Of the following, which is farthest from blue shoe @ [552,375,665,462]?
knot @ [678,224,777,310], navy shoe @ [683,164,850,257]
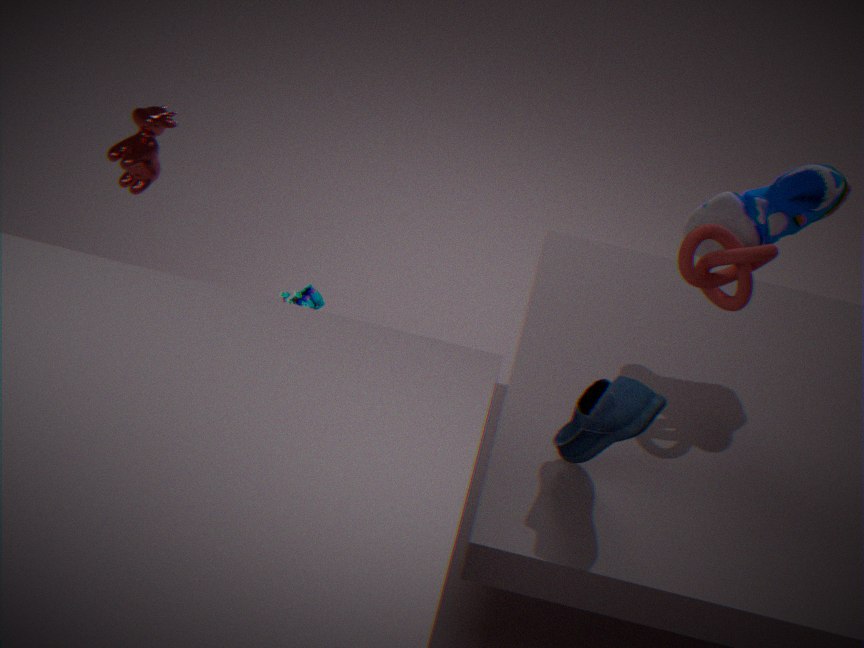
navy shoe @ [683,164,850,257]
